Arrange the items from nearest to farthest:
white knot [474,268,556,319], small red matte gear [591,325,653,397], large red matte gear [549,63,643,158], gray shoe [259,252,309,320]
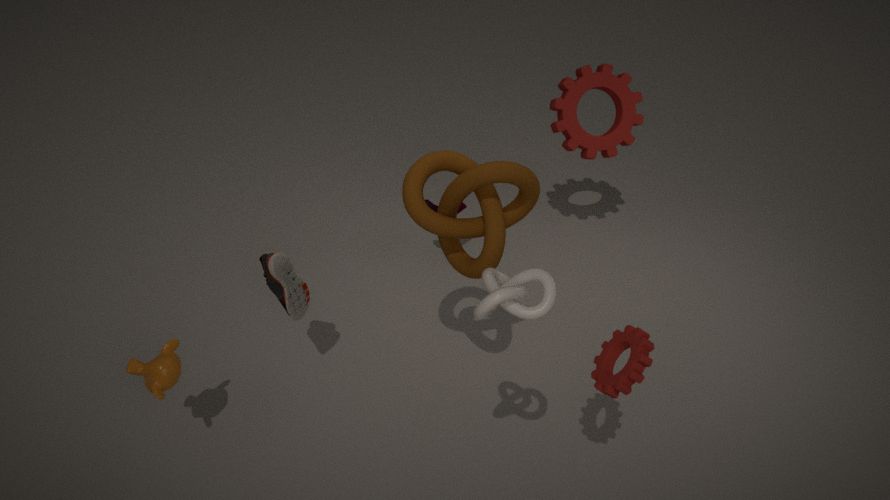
white knot [474,268,556,319] < small red matte gear [591,325,653,397] < gray shoe [259,252,309,320] < large red matte gear [549,63,643,158]
